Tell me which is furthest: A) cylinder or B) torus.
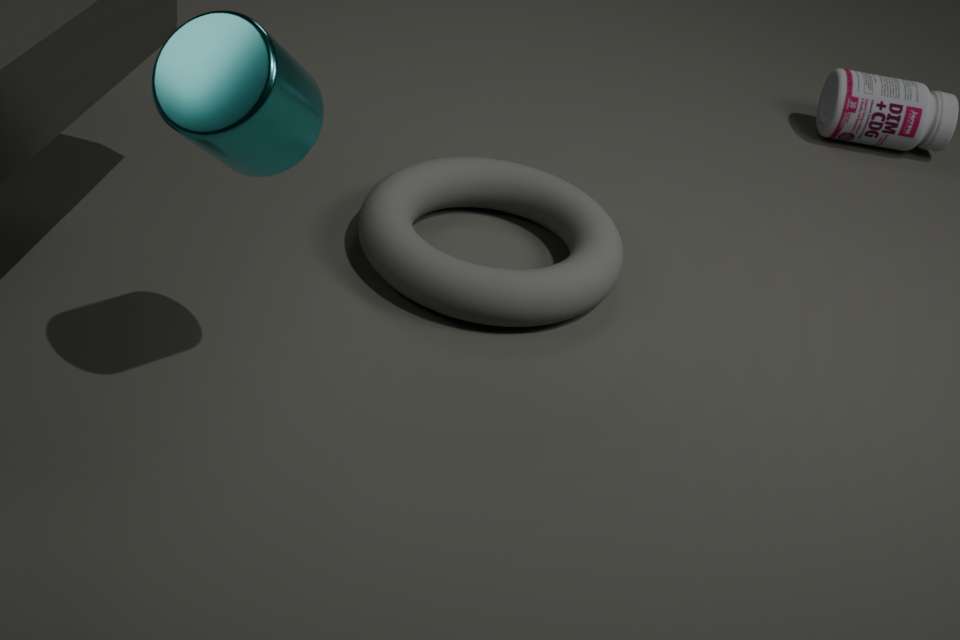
B. torus
